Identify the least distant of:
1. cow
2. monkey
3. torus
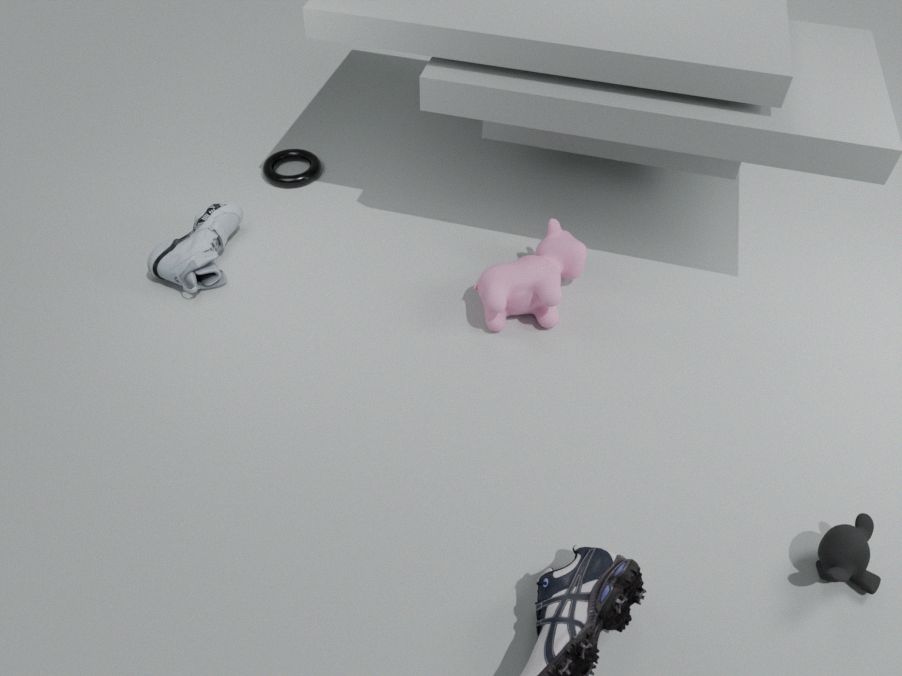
monkey
